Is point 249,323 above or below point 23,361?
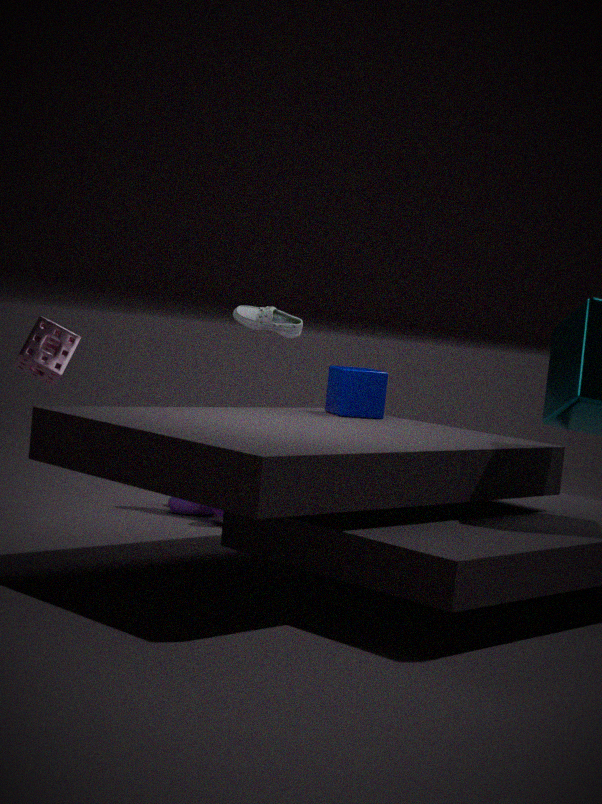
above
